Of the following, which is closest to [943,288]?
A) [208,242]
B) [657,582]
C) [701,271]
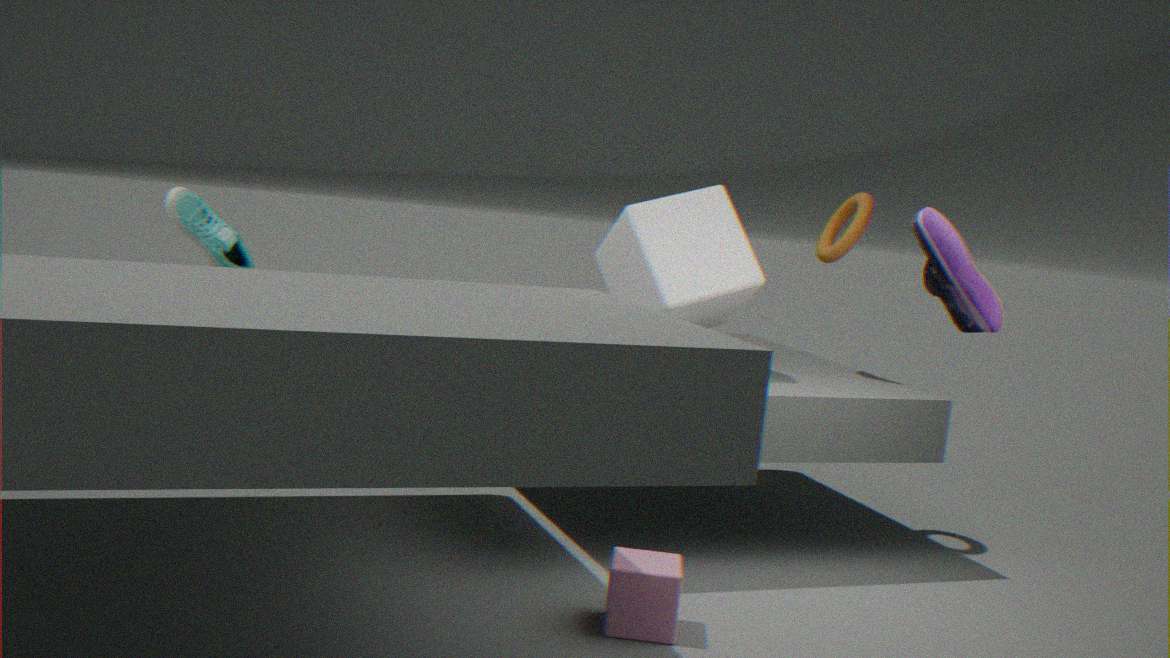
[657,582]
